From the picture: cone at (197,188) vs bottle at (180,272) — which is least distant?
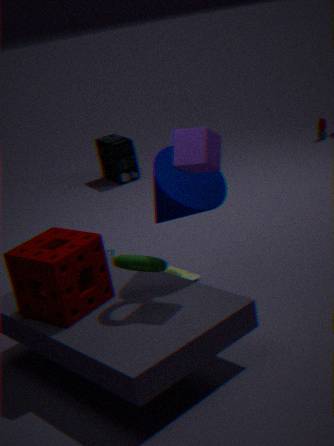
cone at (197,188)
